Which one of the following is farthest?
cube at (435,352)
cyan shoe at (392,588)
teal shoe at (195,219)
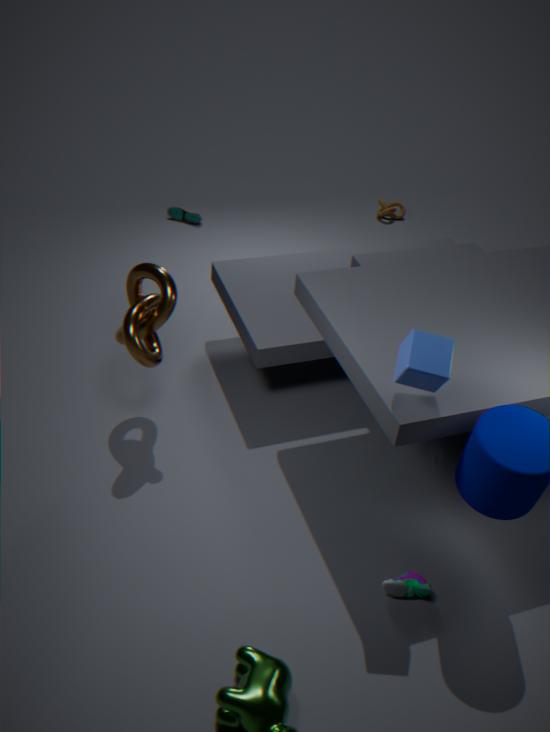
teal shoe at (195,219)
